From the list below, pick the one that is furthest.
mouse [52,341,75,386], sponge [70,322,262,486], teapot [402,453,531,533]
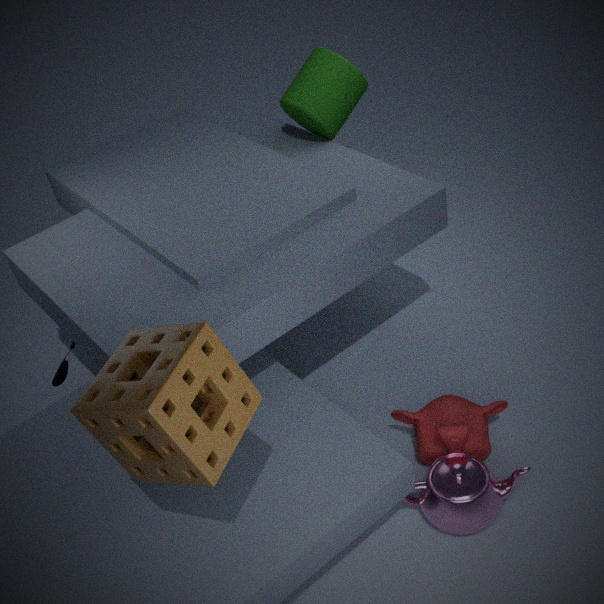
mouse [52,341,75,386]
